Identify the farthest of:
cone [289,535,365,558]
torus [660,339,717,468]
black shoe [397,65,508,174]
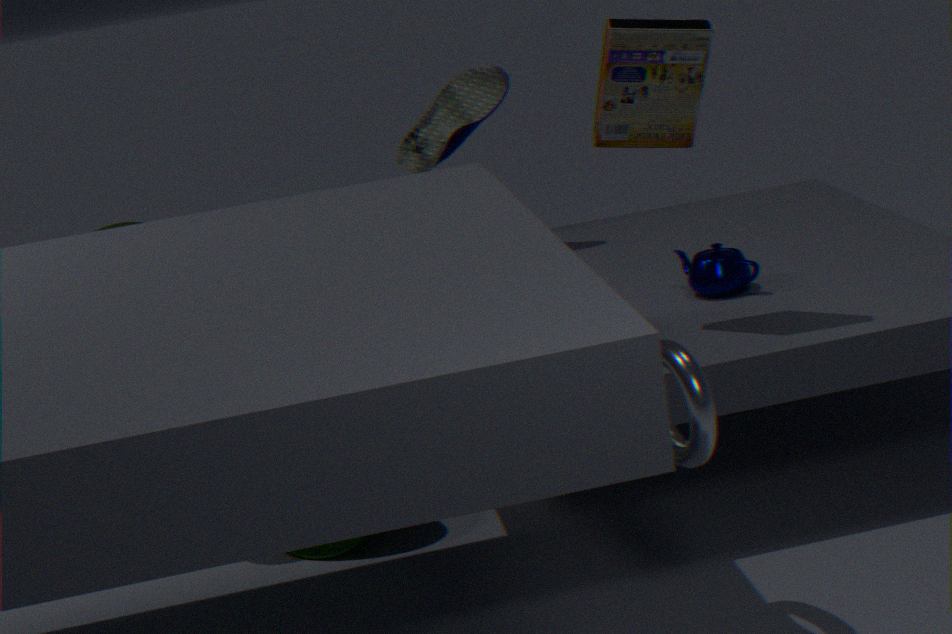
black shoe [397,65,508,174]
